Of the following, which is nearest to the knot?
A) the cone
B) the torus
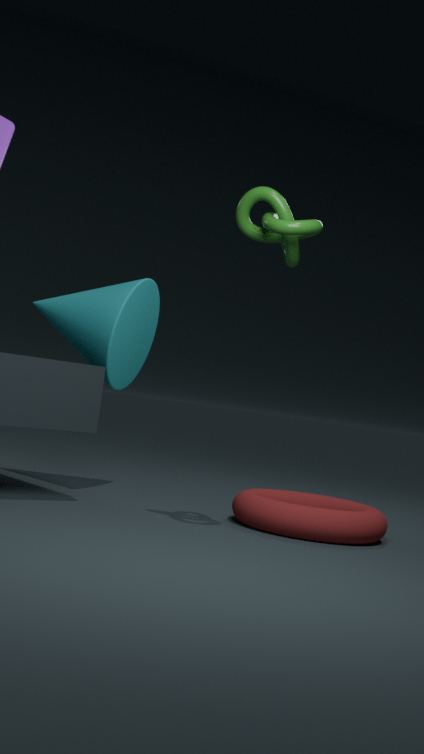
the cone
